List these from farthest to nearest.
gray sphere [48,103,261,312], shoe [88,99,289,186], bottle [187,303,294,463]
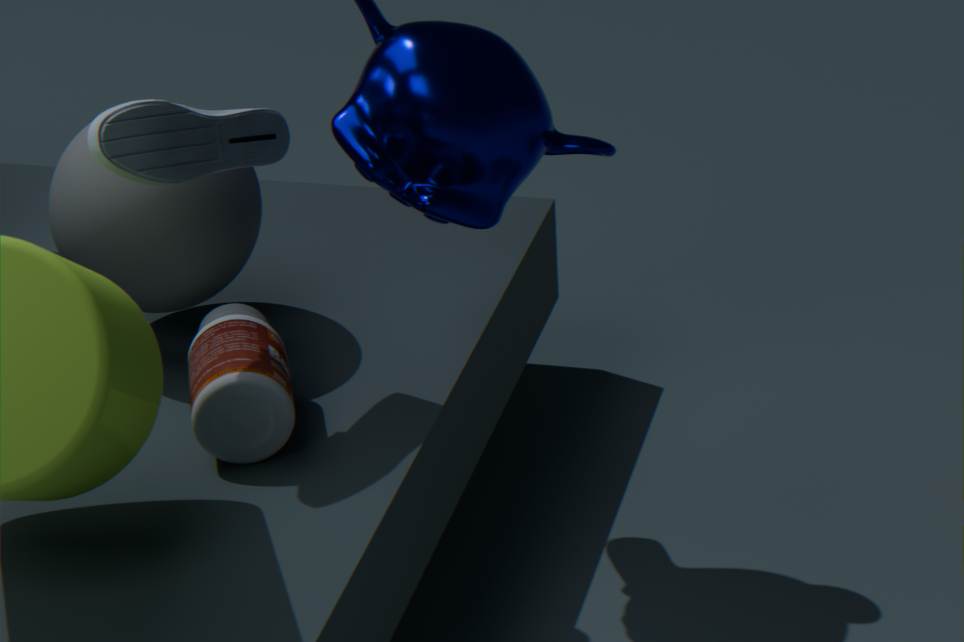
gray sphere [48,103,261,312]
bottle [187,303,294,463]
shoe [88,99,289,186]
